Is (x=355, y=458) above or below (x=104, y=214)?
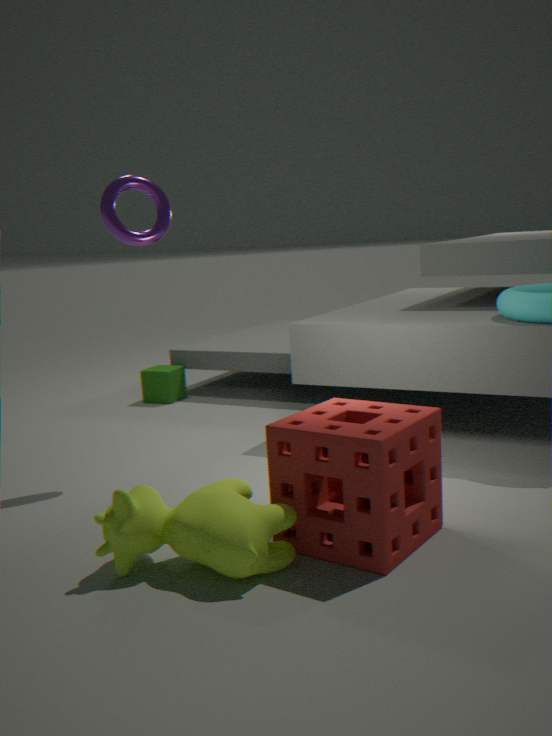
below
